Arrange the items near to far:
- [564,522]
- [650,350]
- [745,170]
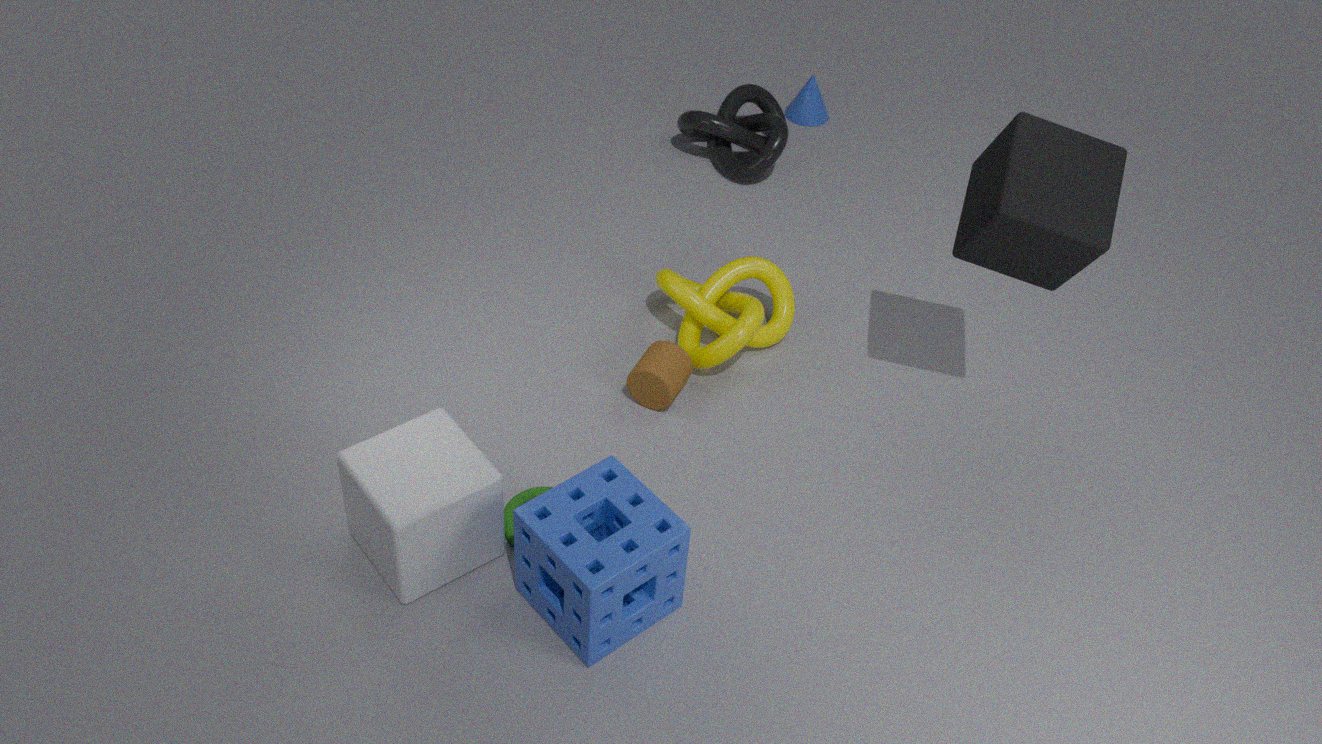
[564,522] < [650,350] < [745,170]
